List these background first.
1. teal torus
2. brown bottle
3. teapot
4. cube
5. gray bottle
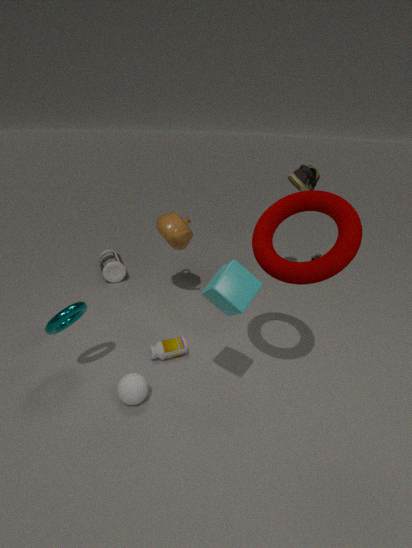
gray bottle < teapot < brown bottle < teal torus < cube
